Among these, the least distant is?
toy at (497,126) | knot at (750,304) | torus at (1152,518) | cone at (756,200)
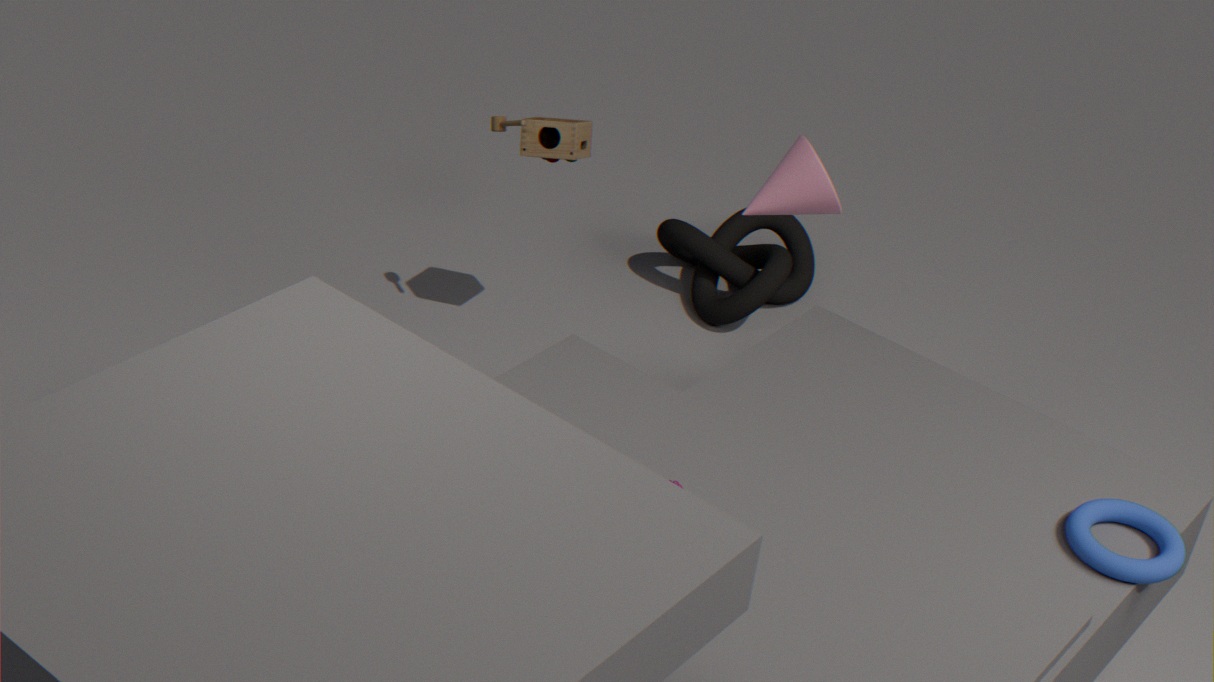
torus at (1152,518)
